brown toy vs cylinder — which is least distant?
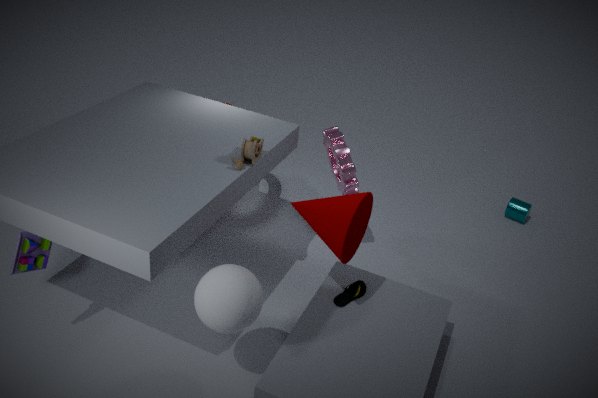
brown toy
